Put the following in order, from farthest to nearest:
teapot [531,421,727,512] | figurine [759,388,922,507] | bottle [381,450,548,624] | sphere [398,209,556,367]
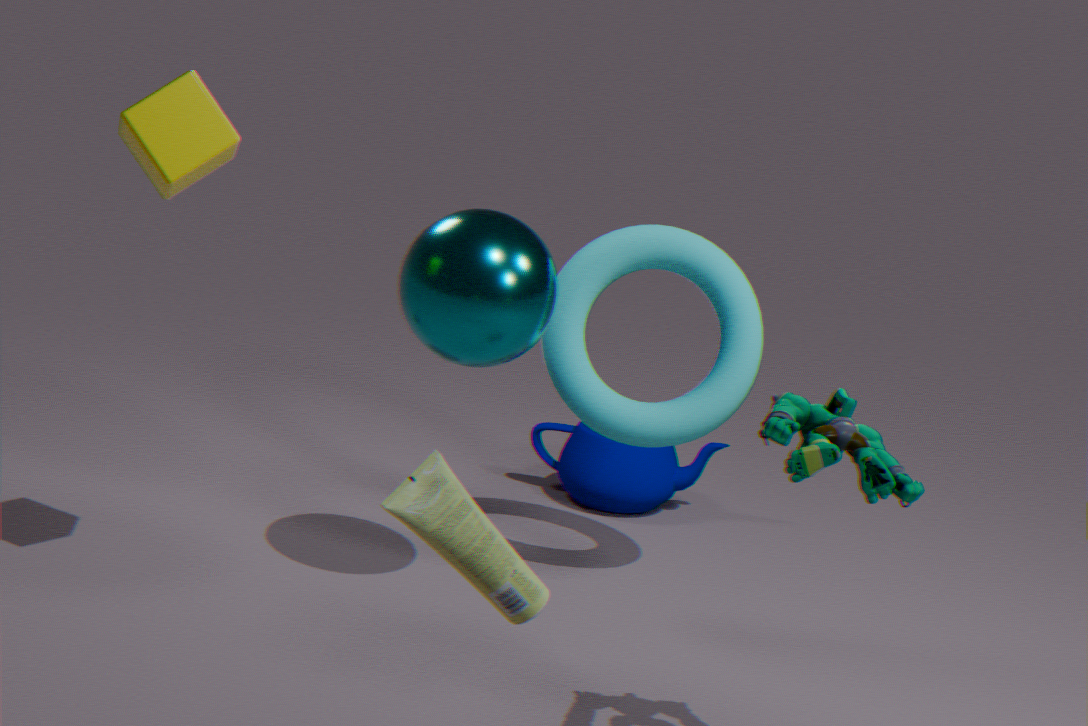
teapot [531,421,727,512] → sphere [398,209,556,367] → figurine [759,388,922,507] → bottle [381,450,548,624]
